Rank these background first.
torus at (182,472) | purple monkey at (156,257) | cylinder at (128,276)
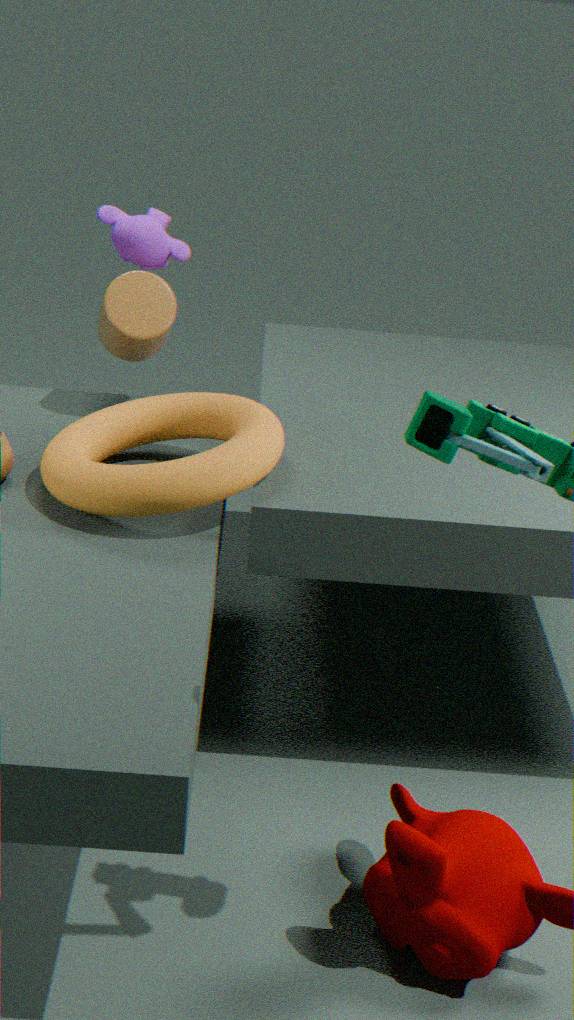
purple monkey at (156,257) < cylinder at (128,276) < torus at (182,472)
